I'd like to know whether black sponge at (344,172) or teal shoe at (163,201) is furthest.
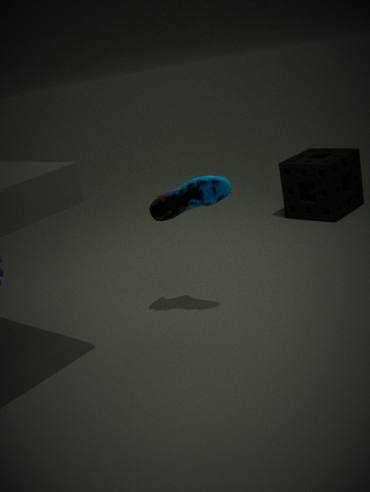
black sponge at (344,172)
